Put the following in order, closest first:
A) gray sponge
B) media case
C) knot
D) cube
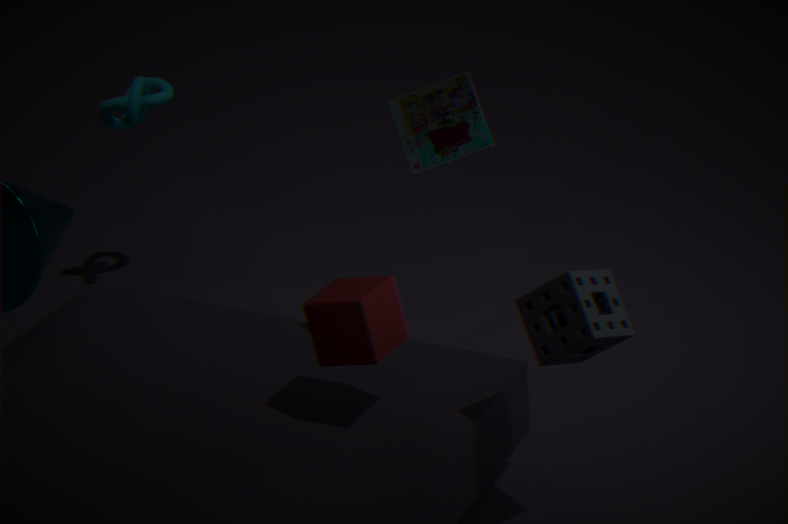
gray sponge → cube → media case → knot
